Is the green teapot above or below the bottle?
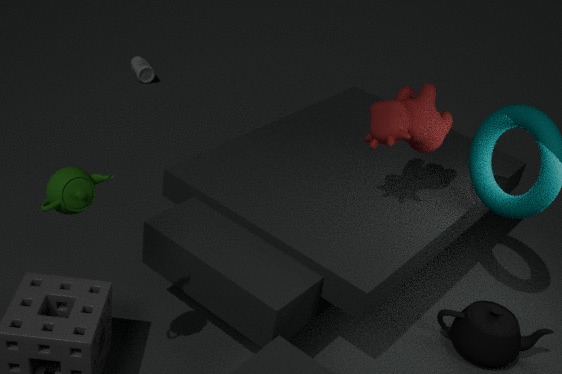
above
